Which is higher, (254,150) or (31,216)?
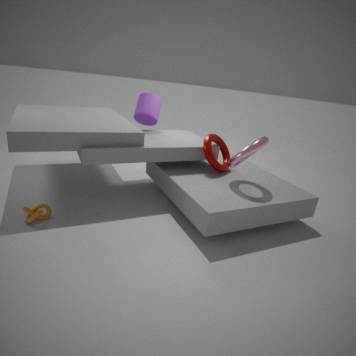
(254,150)
